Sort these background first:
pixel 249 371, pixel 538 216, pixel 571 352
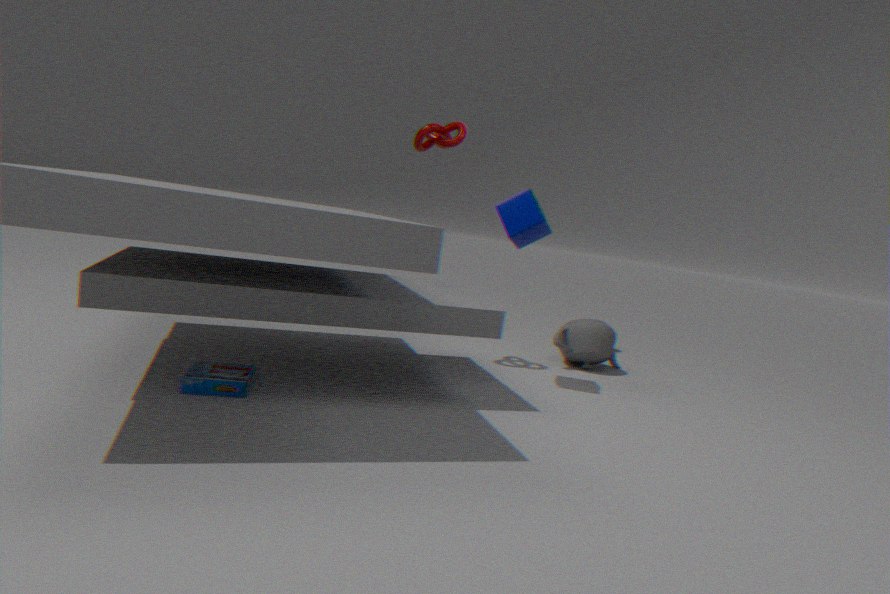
pixel 571 352 → pixel 538 216 → pixel 249 371
